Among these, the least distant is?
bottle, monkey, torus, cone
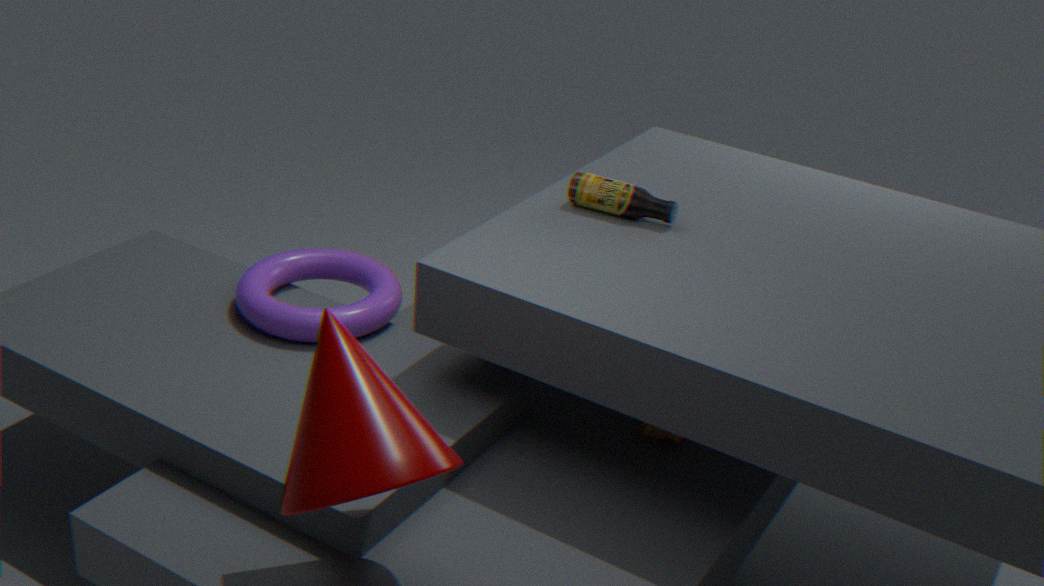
cone
